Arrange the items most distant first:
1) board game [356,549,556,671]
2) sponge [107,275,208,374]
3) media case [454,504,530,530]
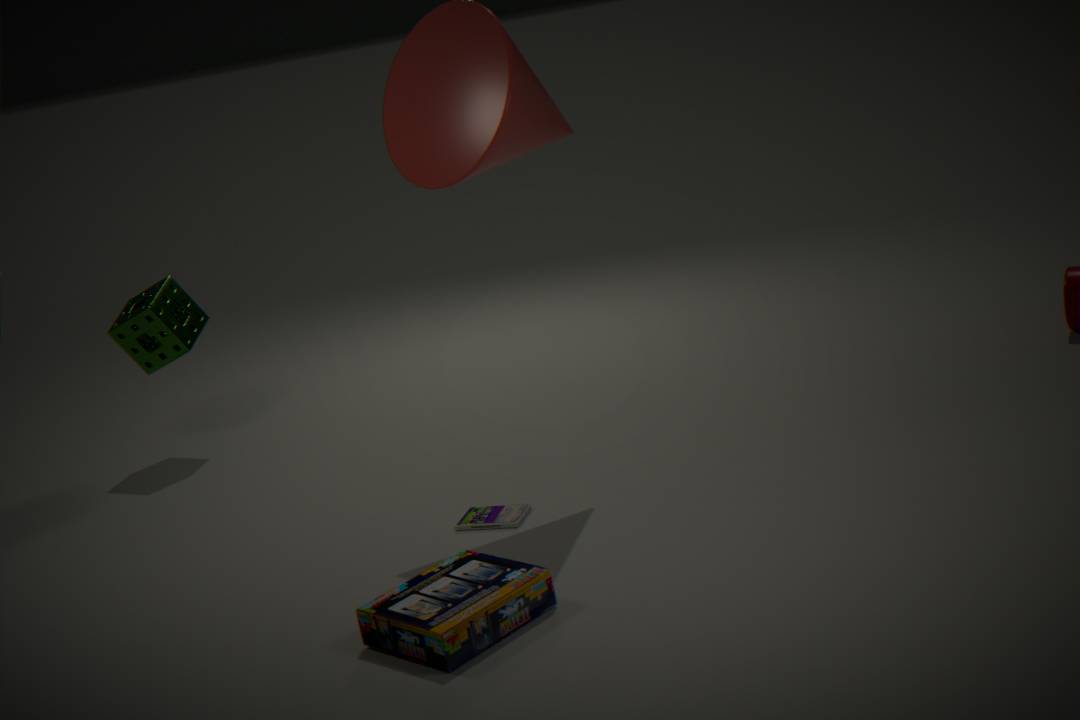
2. sponge [107,275,208,374], 3. media case [454,504,530,530], 1. board game [356,549,556,671]
